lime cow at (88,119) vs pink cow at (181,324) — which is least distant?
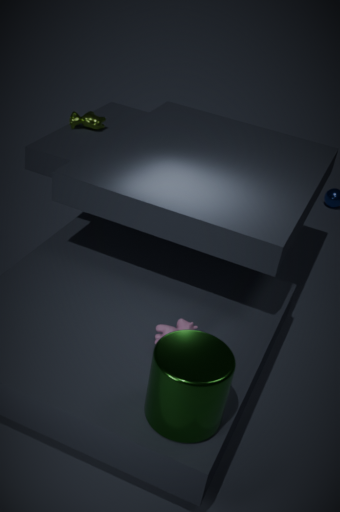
pink cow at (181,324)
